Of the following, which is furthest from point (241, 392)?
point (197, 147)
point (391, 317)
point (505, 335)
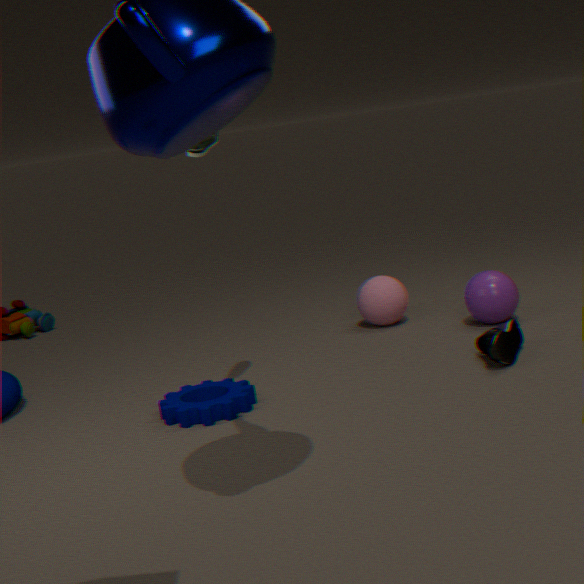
point (391, 317)
